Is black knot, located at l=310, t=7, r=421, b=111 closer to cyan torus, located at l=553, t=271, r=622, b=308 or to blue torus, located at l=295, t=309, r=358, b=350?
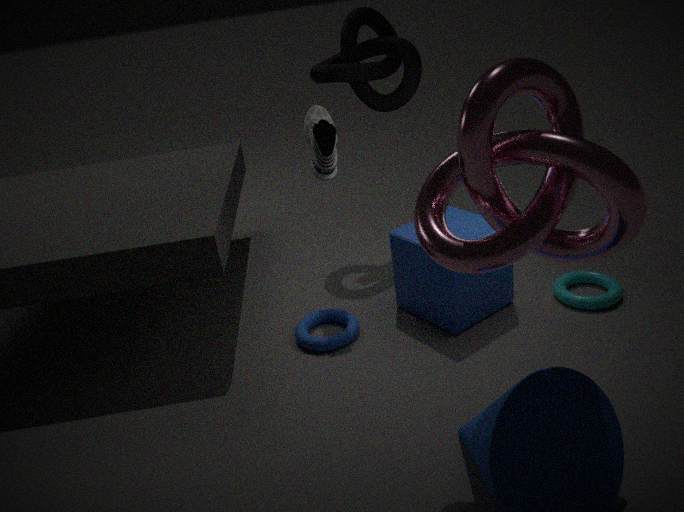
blue torus, located at l=295, t=309, r=358, b=350
